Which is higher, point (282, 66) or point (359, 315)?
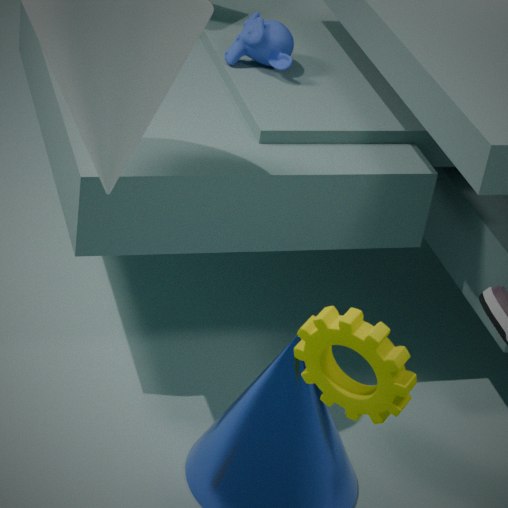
point (282, 66)
